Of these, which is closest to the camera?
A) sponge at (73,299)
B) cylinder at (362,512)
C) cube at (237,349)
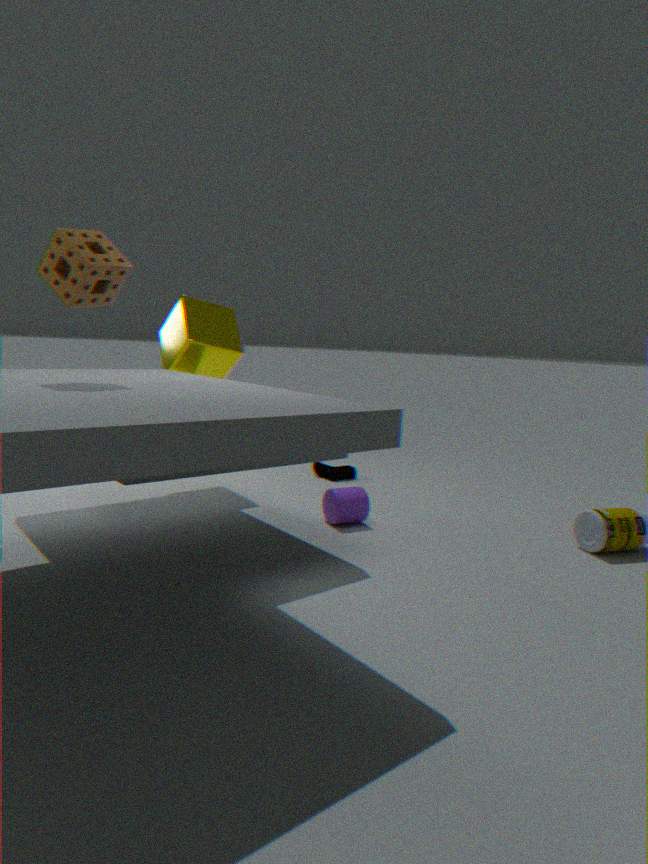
sponge at (73,299)
